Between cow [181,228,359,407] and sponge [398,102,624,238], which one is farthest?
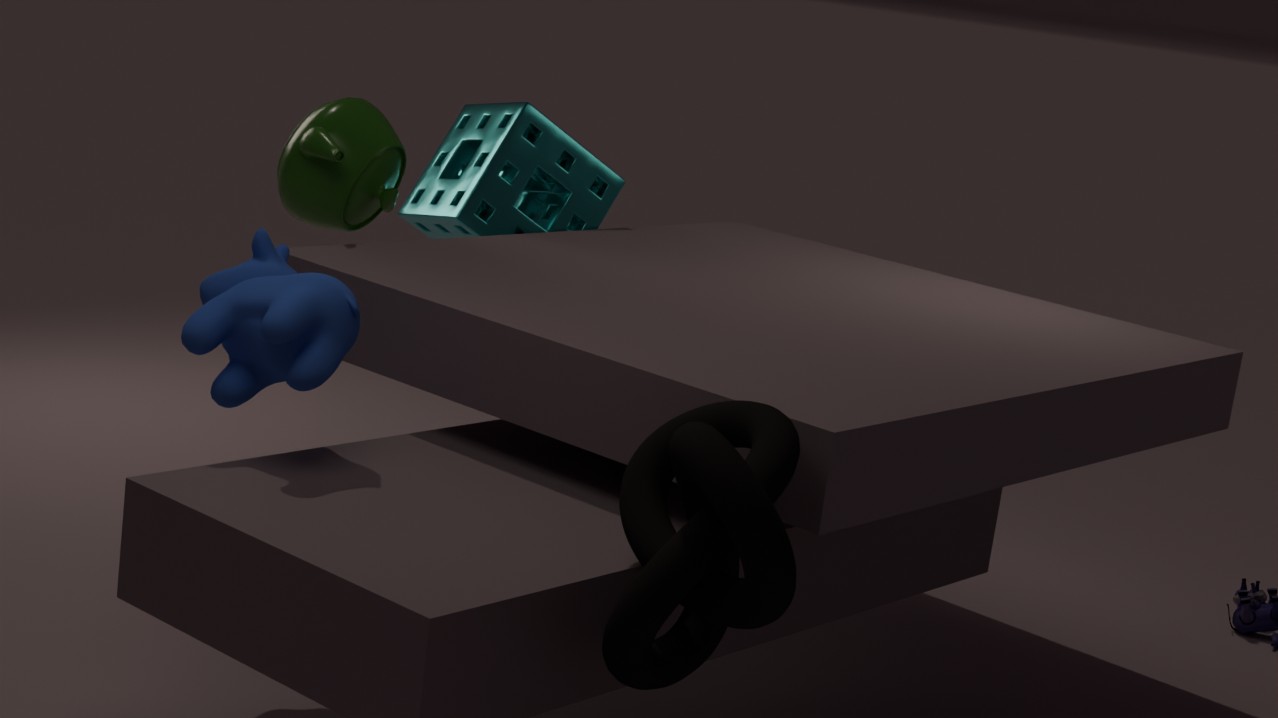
sponge [398,102,624,238]
